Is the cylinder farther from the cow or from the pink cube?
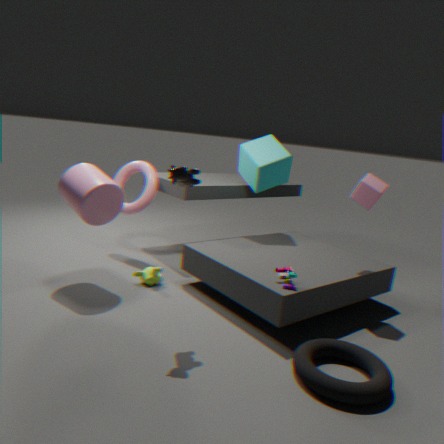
the pink cube
